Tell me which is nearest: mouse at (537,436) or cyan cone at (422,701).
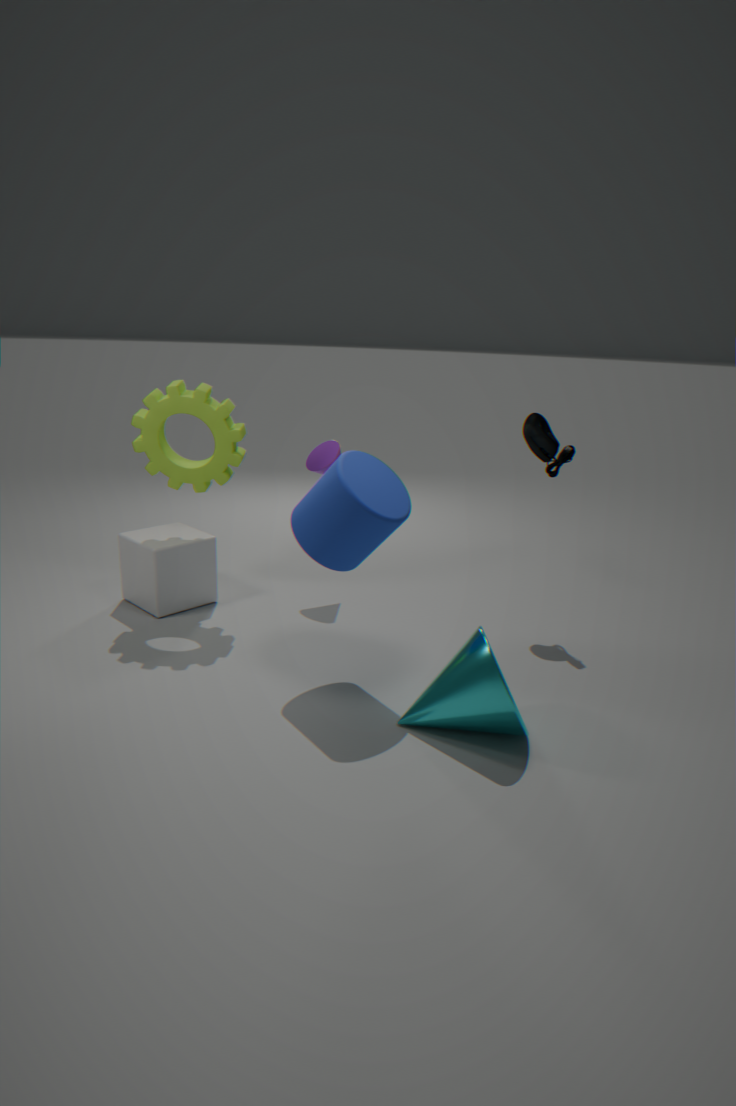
cyan cone at (422,701)
